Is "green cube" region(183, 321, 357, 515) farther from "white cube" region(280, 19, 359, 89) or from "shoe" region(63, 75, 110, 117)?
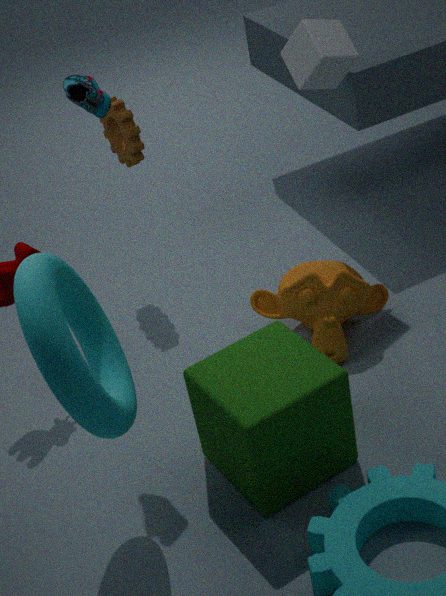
"white cube" region(280, 19, 359, 89)
